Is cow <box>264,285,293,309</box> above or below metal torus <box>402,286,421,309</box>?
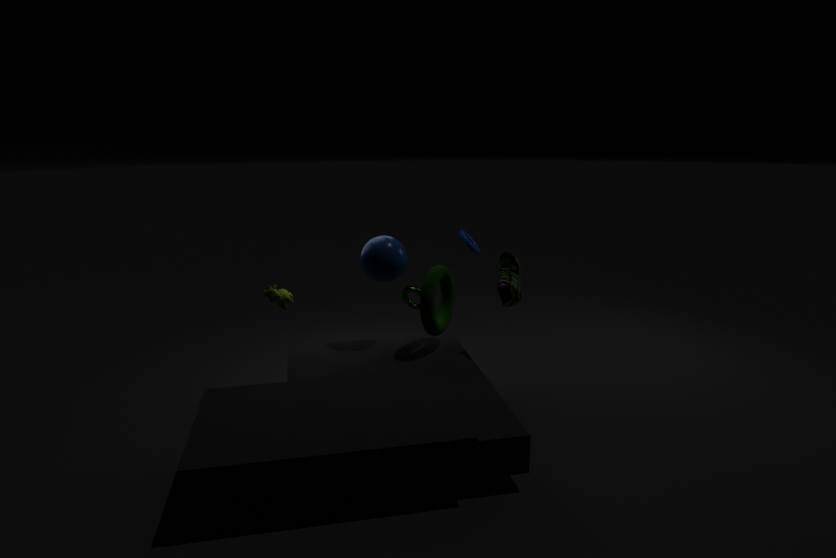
above
